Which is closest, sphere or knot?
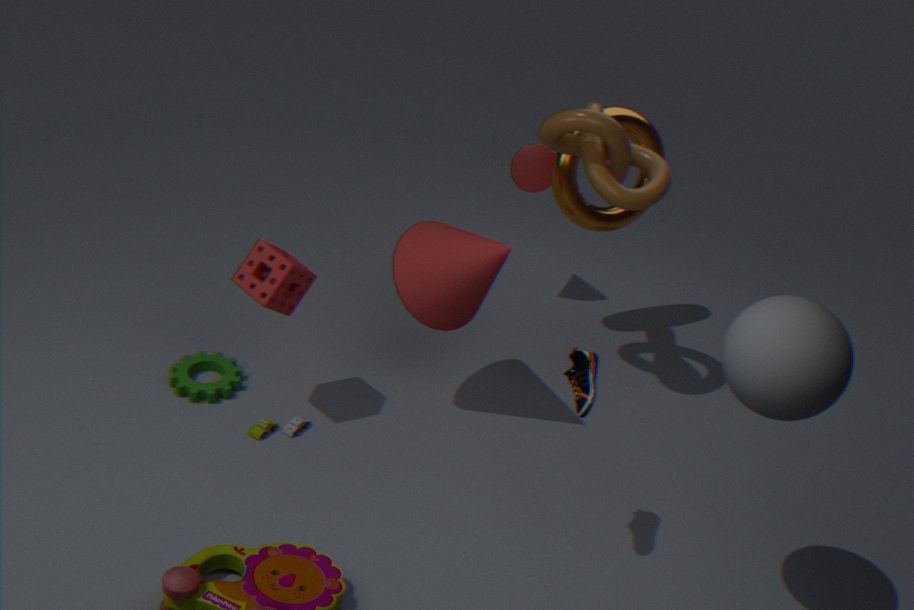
sphere
